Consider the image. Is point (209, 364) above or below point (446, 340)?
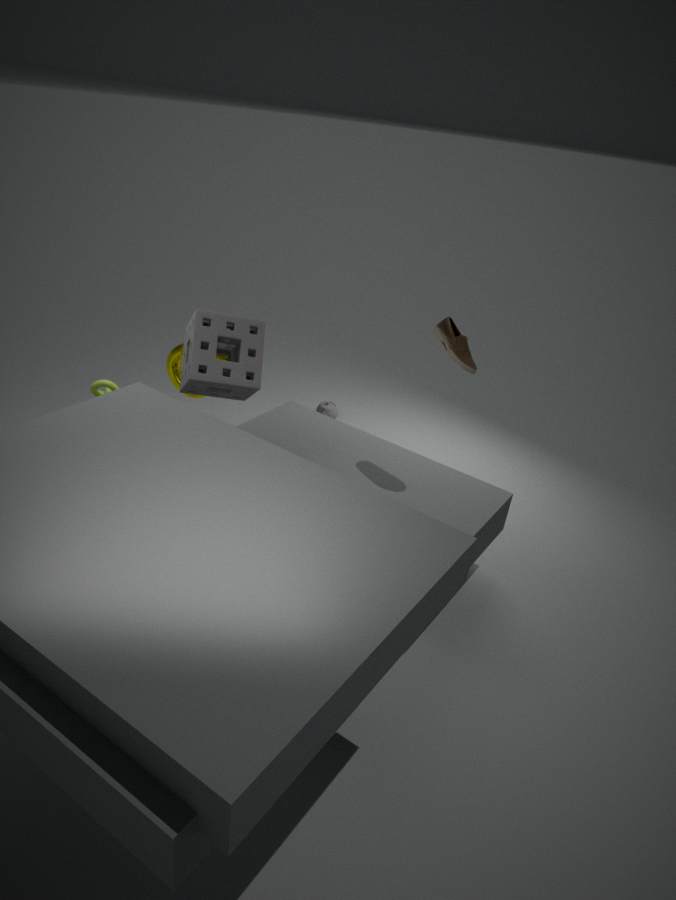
below
